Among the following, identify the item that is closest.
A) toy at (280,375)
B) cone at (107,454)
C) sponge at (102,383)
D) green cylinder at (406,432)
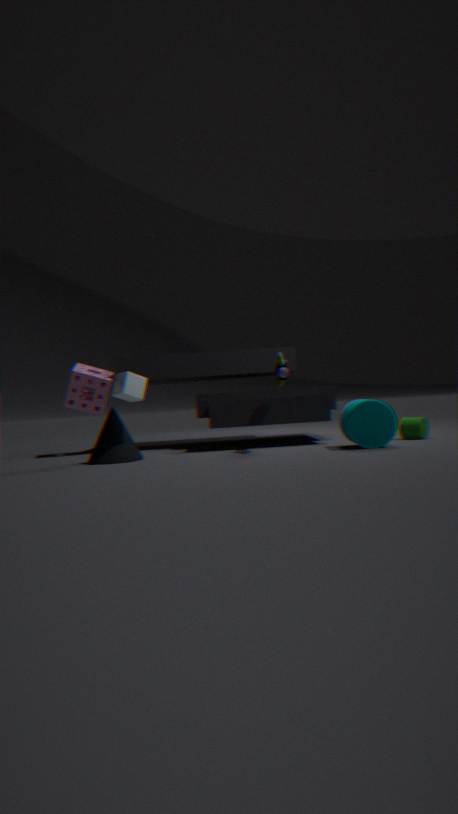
cone at (107,454)
